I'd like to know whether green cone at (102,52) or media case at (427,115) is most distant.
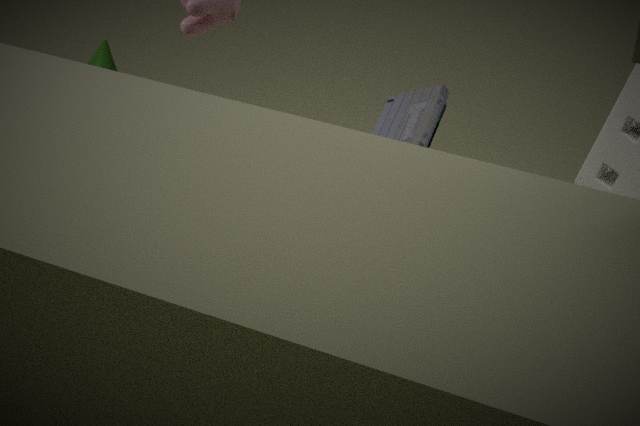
green cone at (102,52)
